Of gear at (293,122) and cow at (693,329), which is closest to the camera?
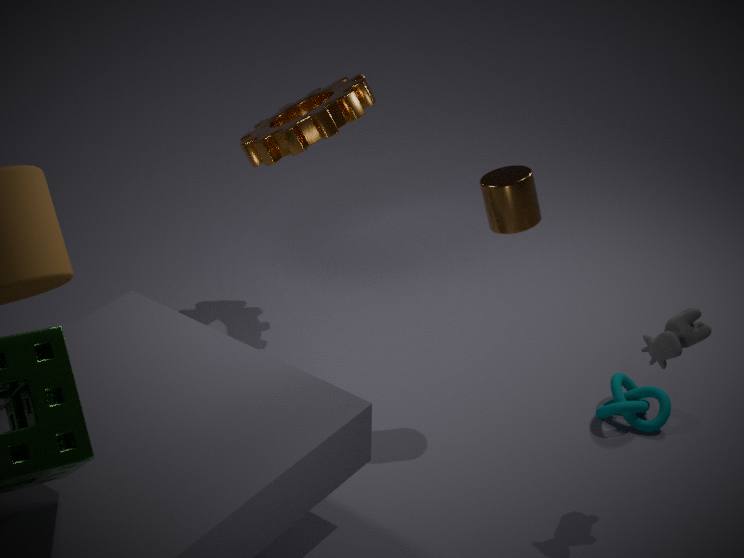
cow at (693,329)
